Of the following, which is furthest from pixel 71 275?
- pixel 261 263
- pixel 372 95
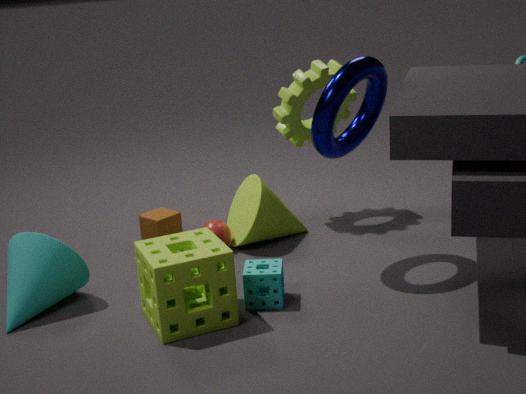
pixel 372 95
